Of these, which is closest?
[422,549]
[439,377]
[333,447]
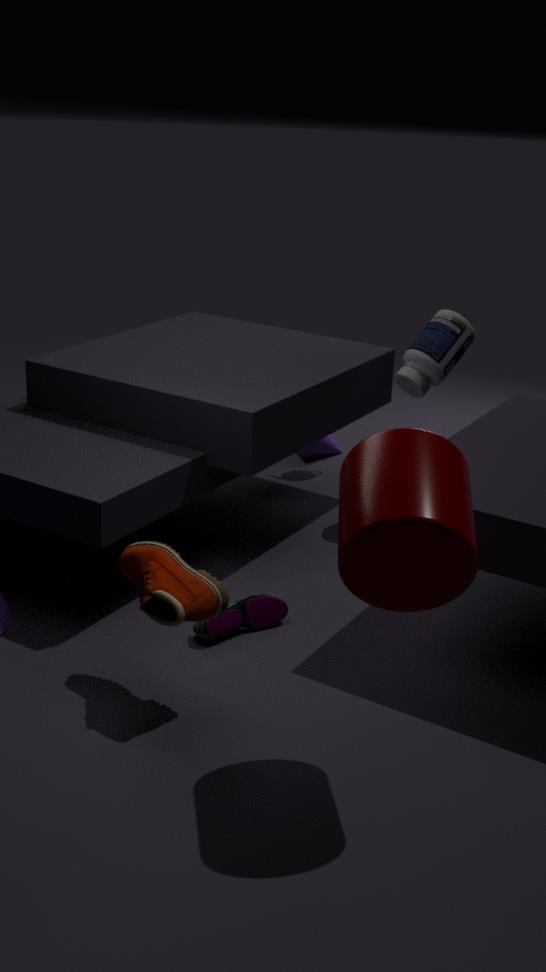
[422,549]
